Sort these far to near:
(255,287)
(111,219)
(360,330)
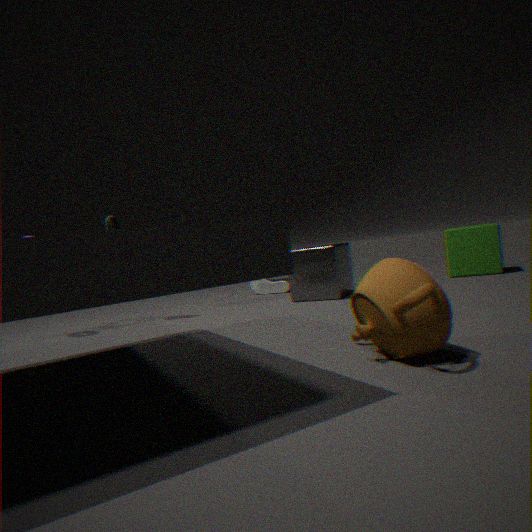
1. (255,287)
2. (111,219)
3. (360,330)
